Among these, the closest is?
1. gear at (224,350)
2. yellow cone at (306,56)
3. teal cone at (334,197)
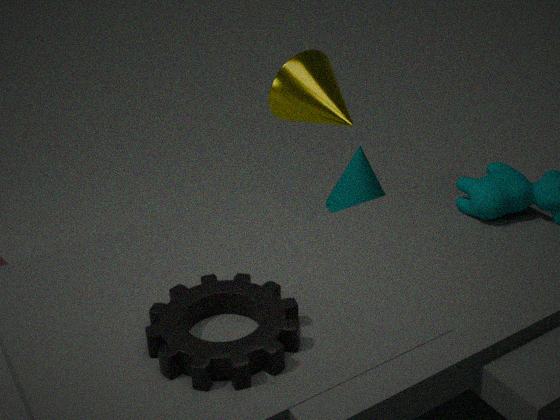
gear at (224,350)
